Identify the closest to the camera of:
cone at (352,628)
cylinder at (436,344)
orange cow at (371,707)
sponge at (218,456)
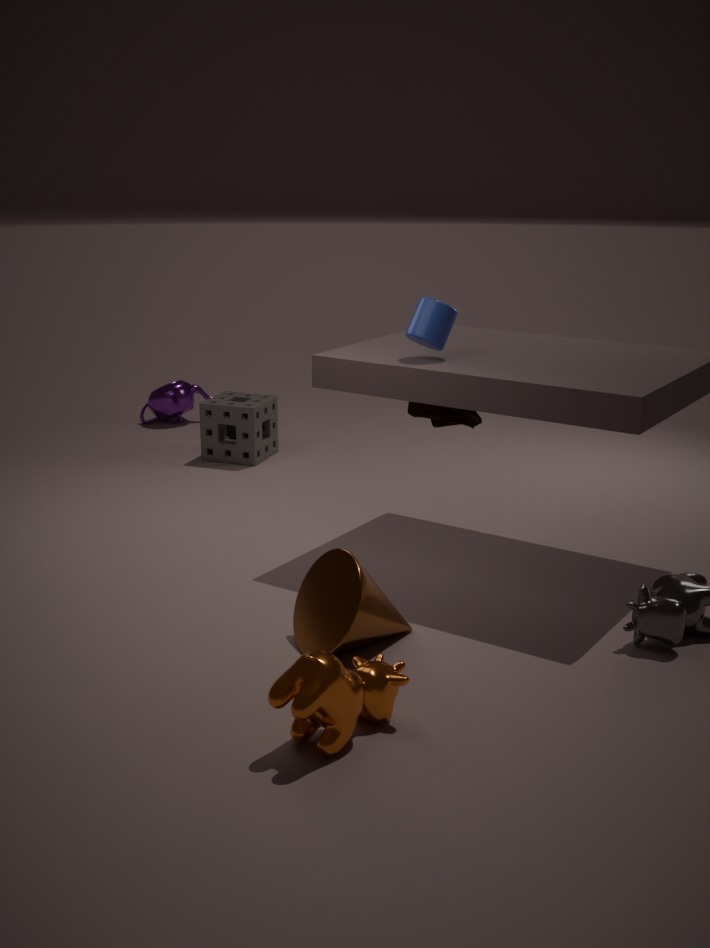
orange cow at (371,707)
